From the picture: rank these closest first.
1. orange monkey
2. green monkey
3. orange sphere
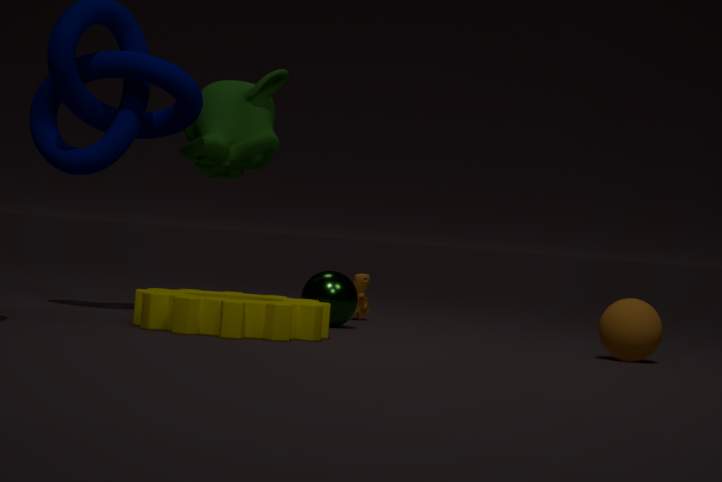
orange sphere → green monkey → orange monkey
